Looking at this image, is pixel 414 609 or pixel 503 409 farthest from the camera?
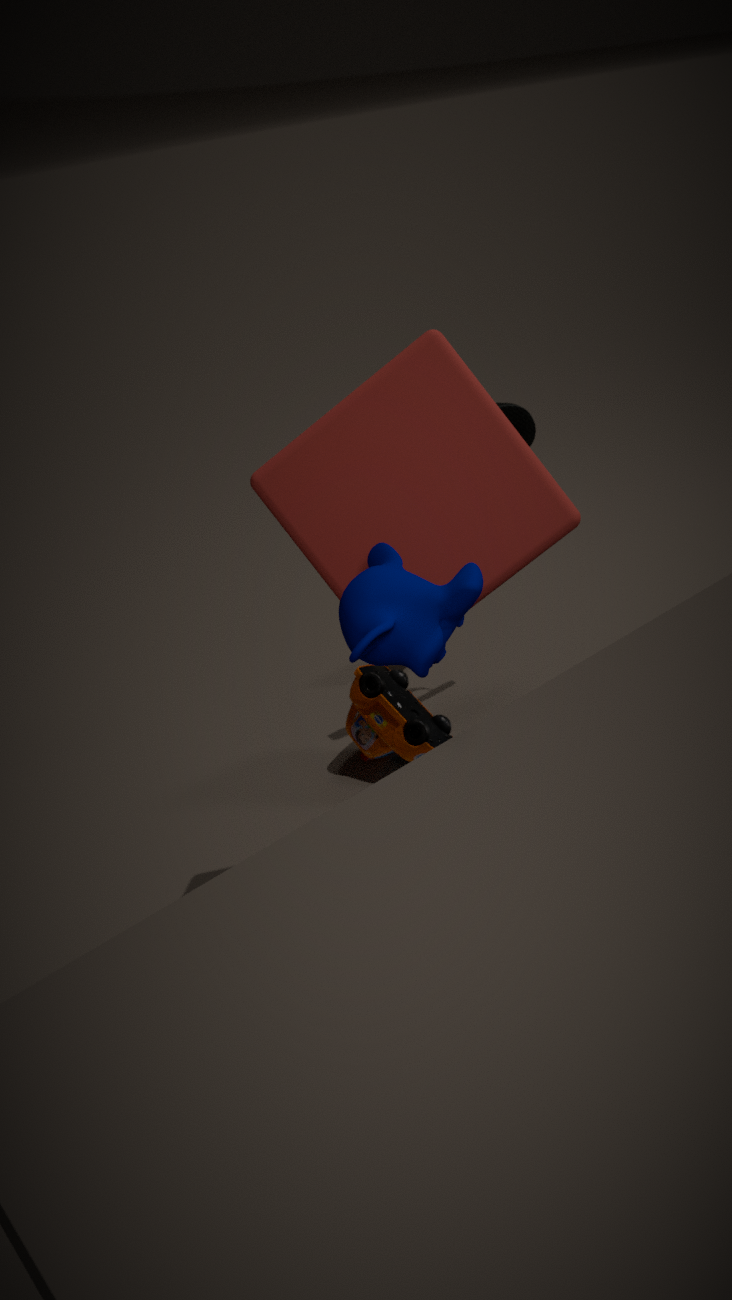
pixel 503 409
